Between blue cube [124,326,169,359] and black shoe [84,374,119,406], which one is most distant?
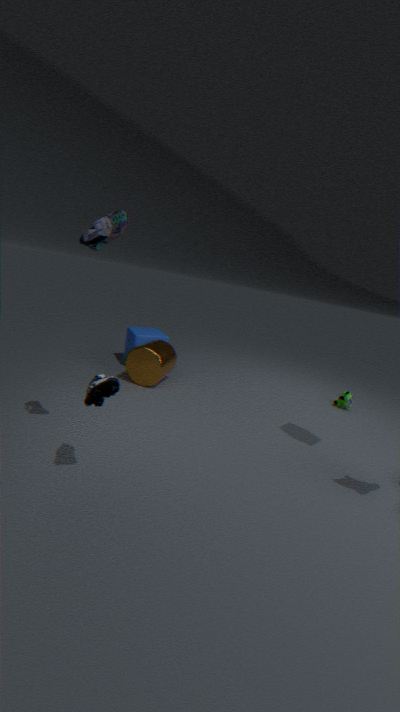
blue cube [124,326,169,359]
